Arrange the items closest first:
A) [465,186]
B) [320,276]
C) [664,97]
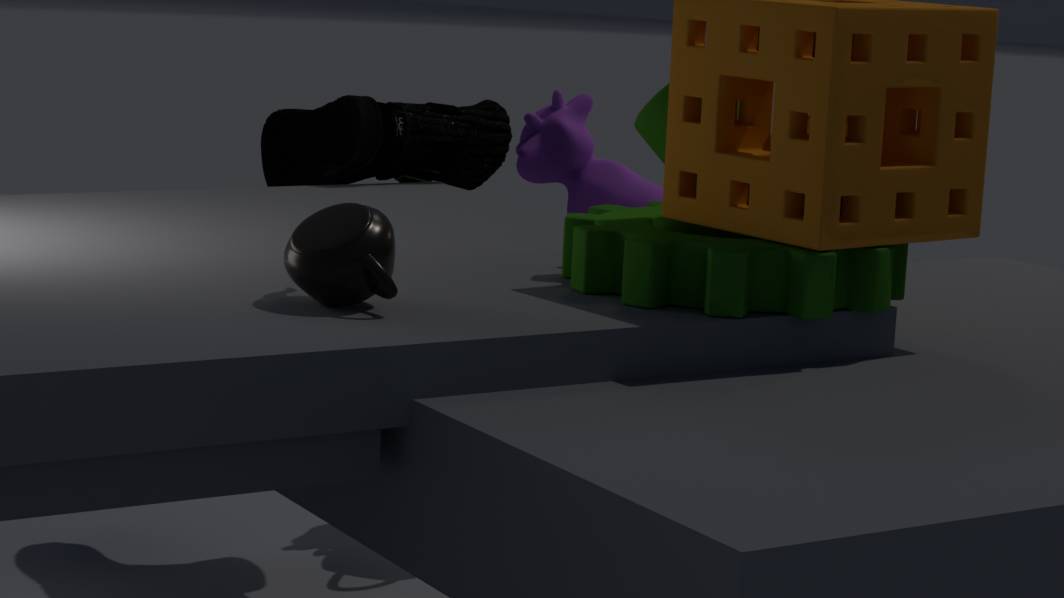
[320,276] → [664,97] → [465,186]
